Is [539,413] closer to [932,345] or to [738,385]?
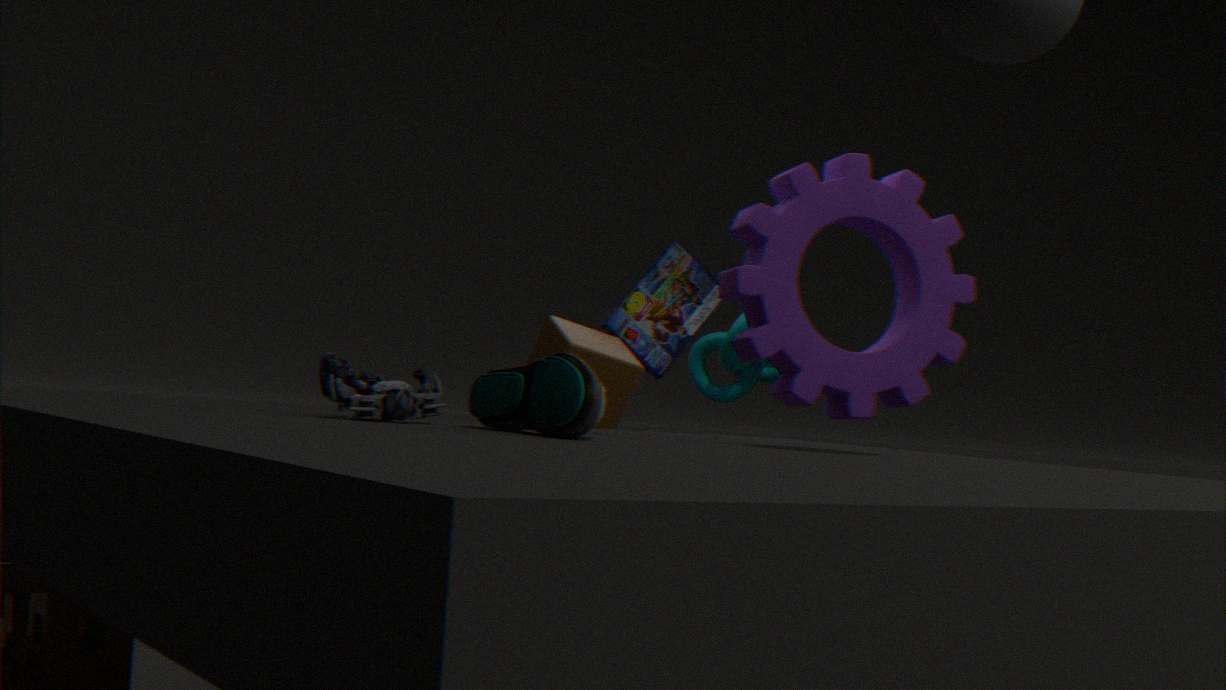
[932,345]
